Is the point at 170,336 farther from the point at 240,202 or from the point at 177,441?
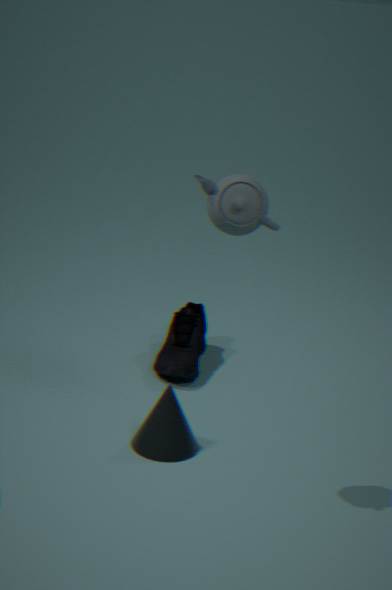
the point at 240,202
